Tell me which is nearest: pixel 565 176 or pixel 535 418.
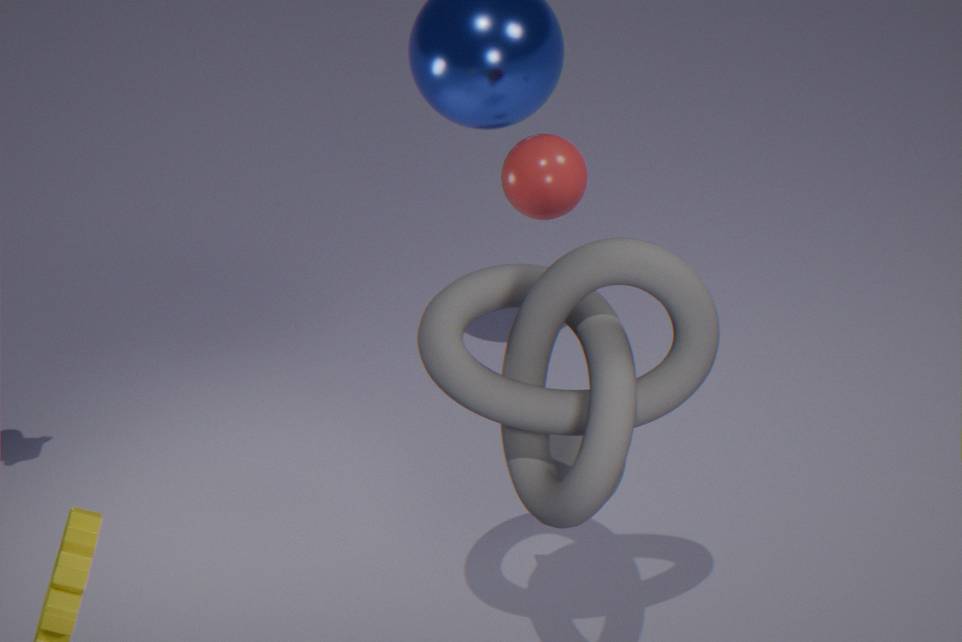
pixel 535 418
